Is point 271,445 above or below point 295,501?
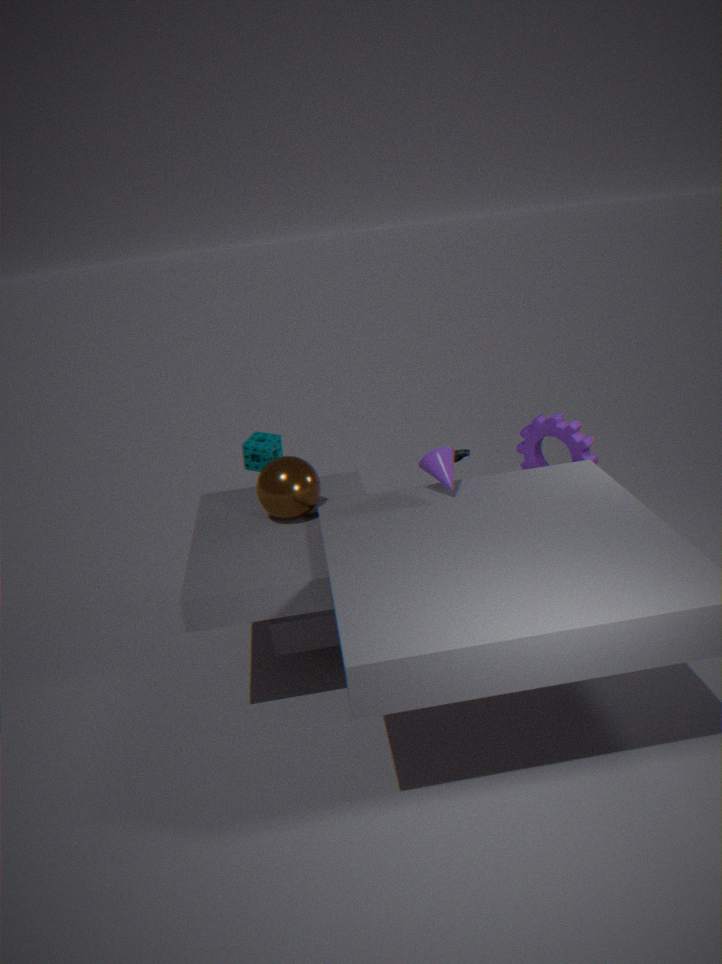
above
